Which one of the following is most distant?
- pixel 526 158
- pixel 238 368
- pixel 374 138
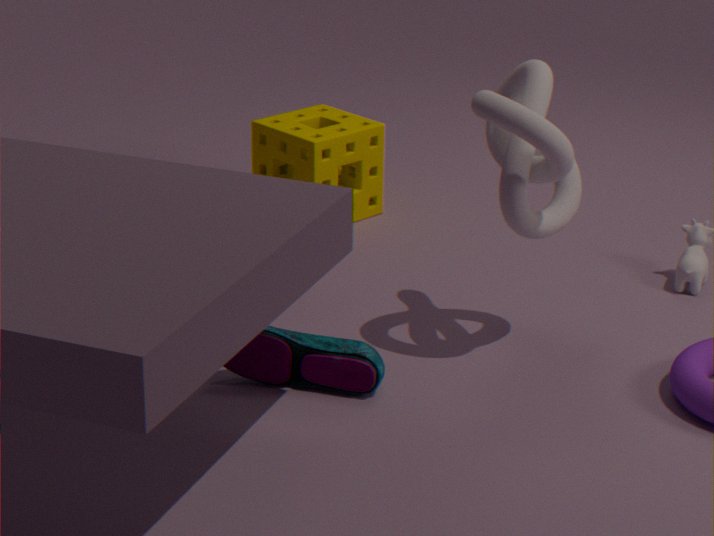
pixel 374 138
